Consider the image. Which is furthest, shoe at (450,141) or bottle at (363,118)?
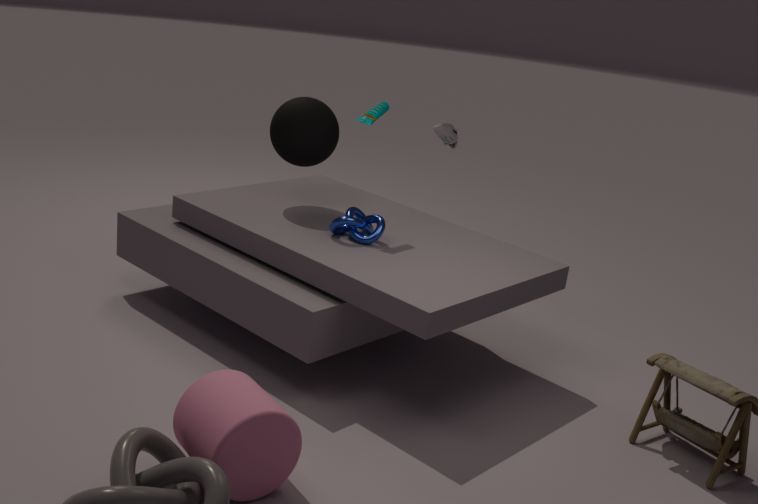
shoe at (450,141)
